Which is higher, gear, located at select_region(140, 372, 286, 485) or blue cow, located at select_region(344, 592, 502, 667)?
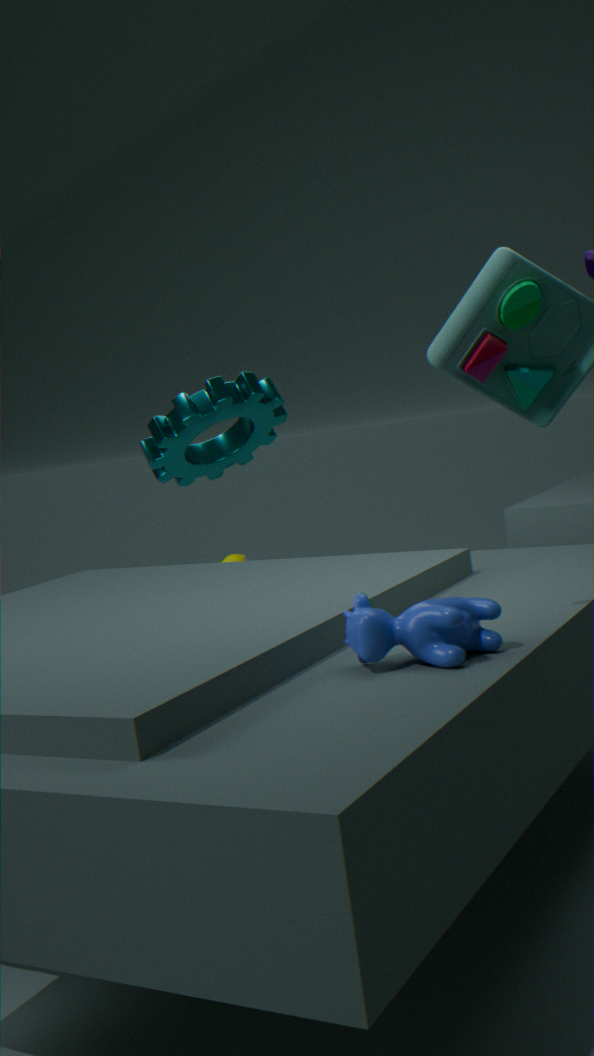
gear, located at select_region(140, 372, 286, 485)
